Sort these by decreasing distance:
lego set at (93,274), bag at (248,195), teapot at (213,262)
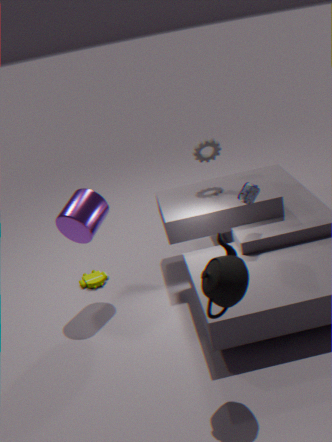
lego set at (93,274) → bag at (248,195) → teapot at (213,262)
